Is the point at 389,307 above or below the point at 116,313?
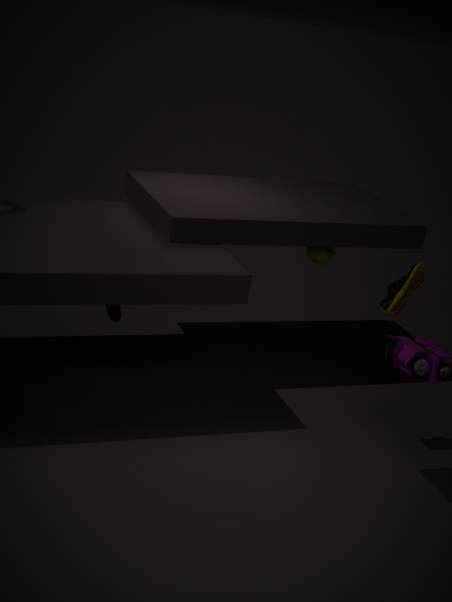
above
